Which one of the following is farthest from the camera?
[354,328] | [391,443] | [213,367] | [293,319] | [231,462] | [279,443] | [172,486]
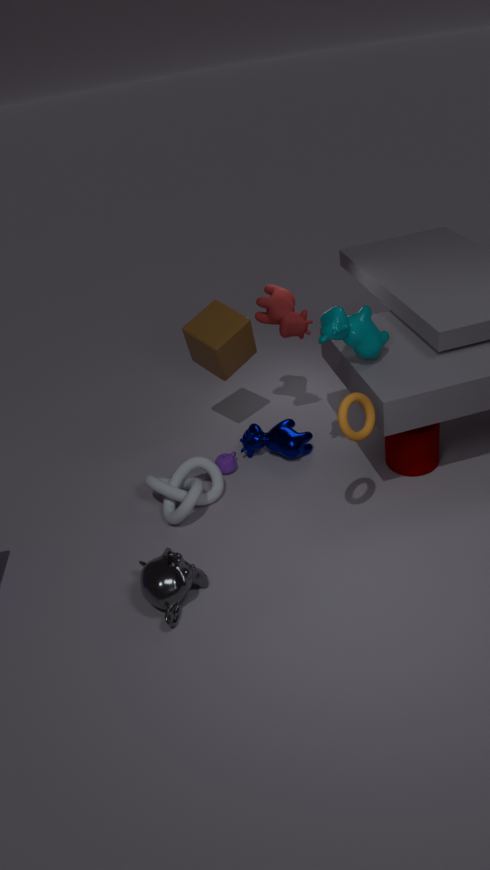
[213,367]
